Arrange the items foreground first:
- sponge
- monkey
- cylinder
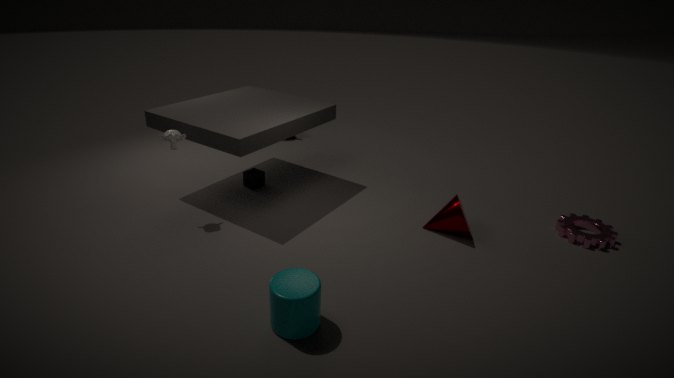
1. cylinder
2. monkey
3. sponge
